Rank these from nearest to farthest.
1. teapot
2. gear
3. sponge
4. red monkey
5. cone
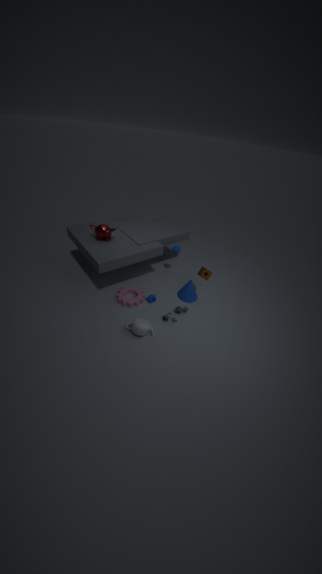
teapot < sponge < gear < red monkey < cone
